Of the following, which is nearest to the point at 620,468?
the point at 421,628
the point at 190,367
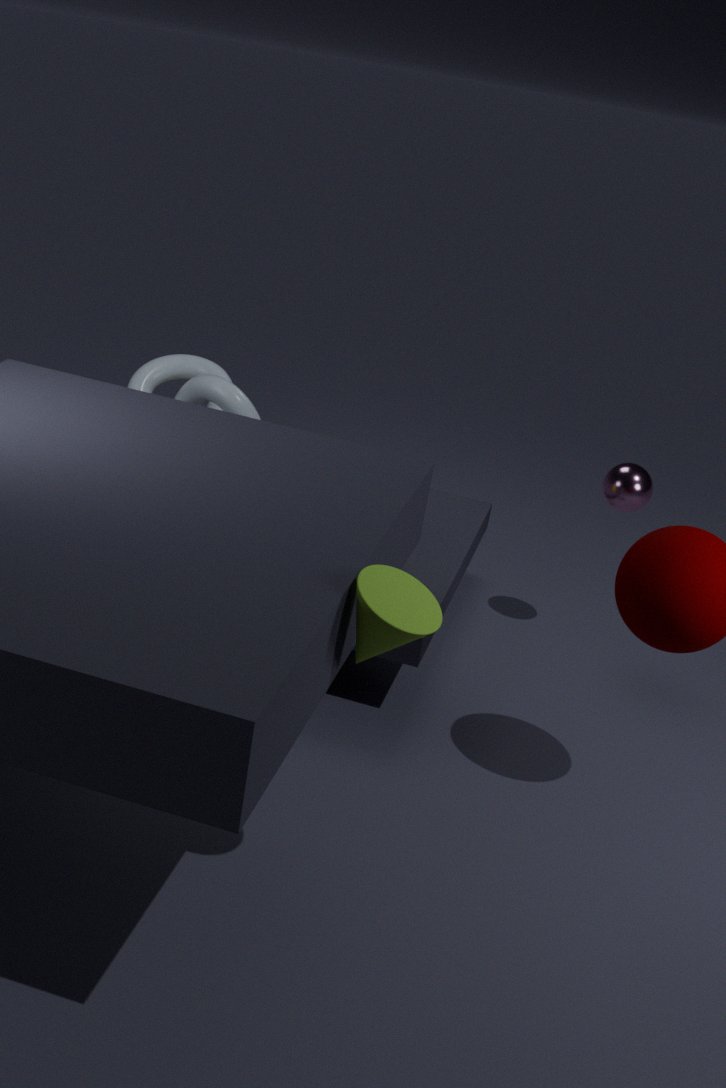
the point at 190,367
